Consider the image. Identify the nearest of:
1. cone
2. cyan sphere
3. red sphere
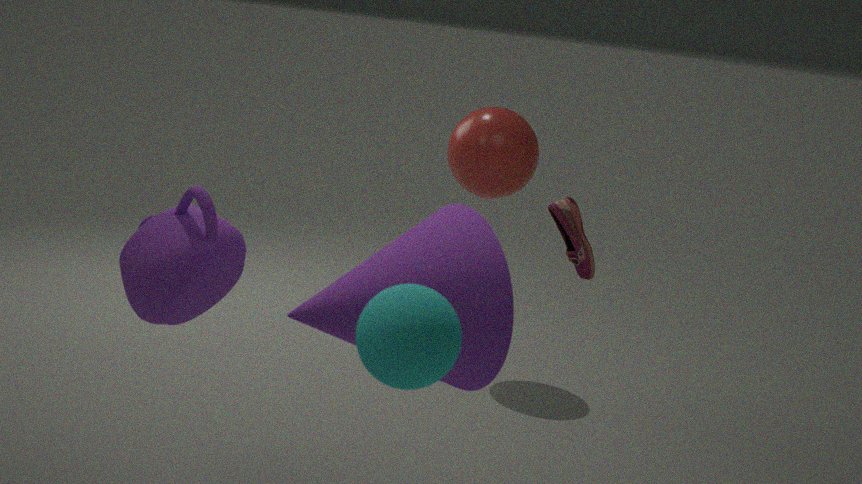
cyan sphere
